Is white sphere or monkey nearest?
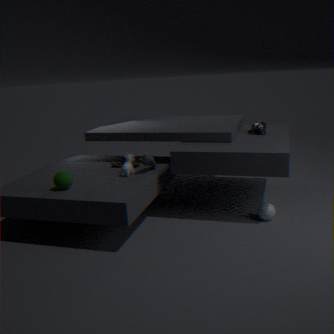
white sphere
